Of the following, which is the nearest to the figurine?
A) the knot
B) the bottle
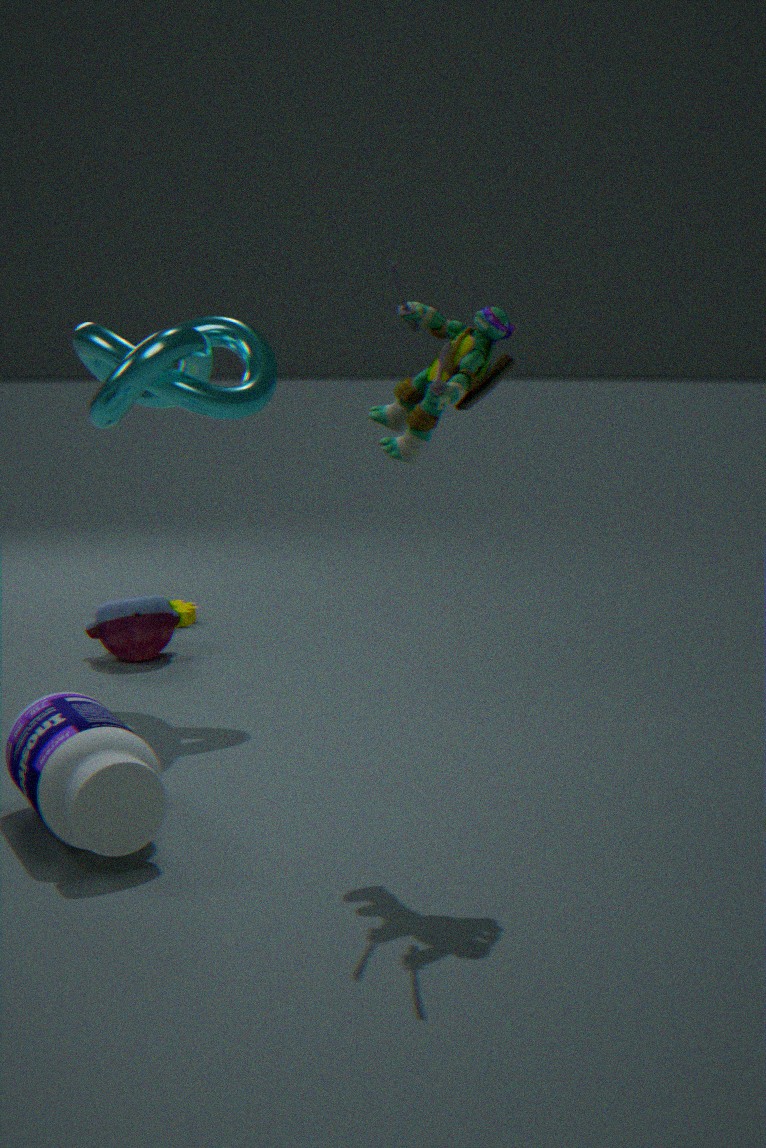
the bottle
